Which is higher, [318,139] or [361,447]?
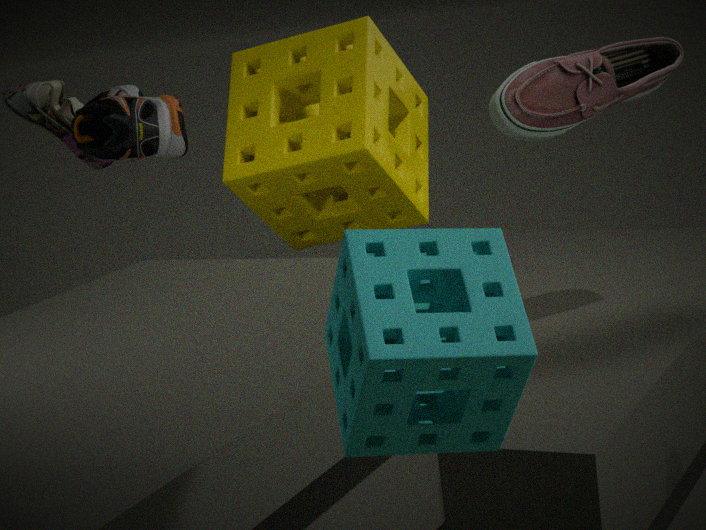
[318,139]
